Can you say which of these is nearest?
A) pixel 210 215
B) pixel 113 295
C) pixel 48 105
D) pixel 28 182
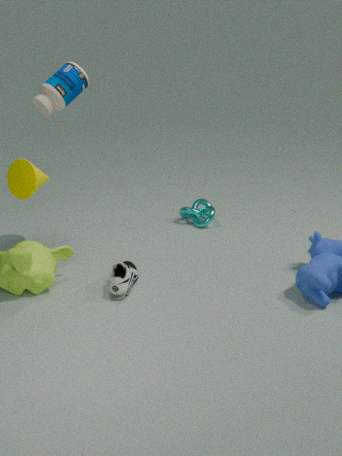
pixel 28 182
